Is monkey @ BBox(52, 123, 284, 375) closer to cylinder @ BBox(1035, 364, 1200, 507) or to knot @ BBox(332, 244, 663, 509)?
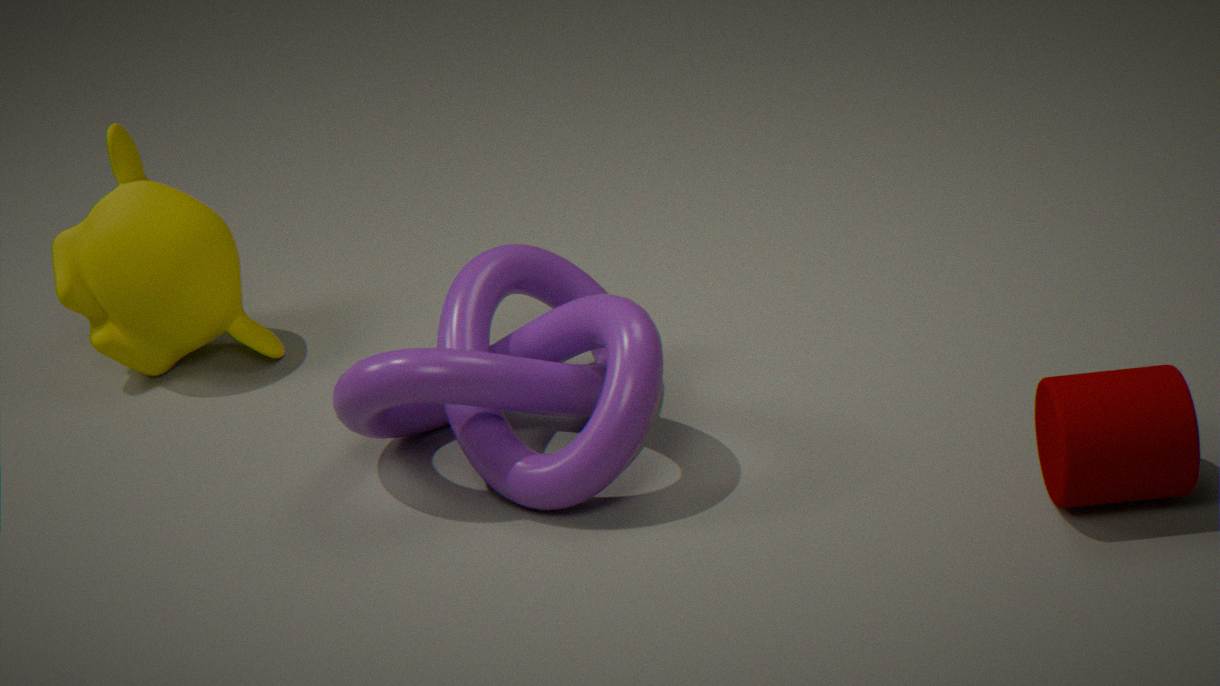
knot @ BBox(332, 244, 663, 509)
